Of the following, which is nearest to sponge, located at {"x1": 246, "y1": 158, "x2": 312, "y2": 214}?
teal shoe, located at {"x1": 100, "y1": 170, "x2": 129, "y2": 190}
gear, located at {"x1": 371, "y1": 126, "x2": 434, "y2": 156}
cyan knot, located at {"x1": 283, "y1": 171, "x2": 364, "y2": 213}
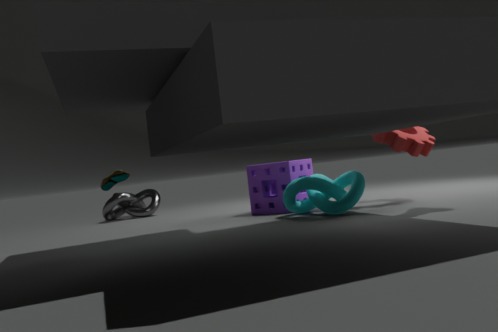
cyan knot, located at {"x1": 283, "y1": 171, "x2": 364, "y2": 213}
